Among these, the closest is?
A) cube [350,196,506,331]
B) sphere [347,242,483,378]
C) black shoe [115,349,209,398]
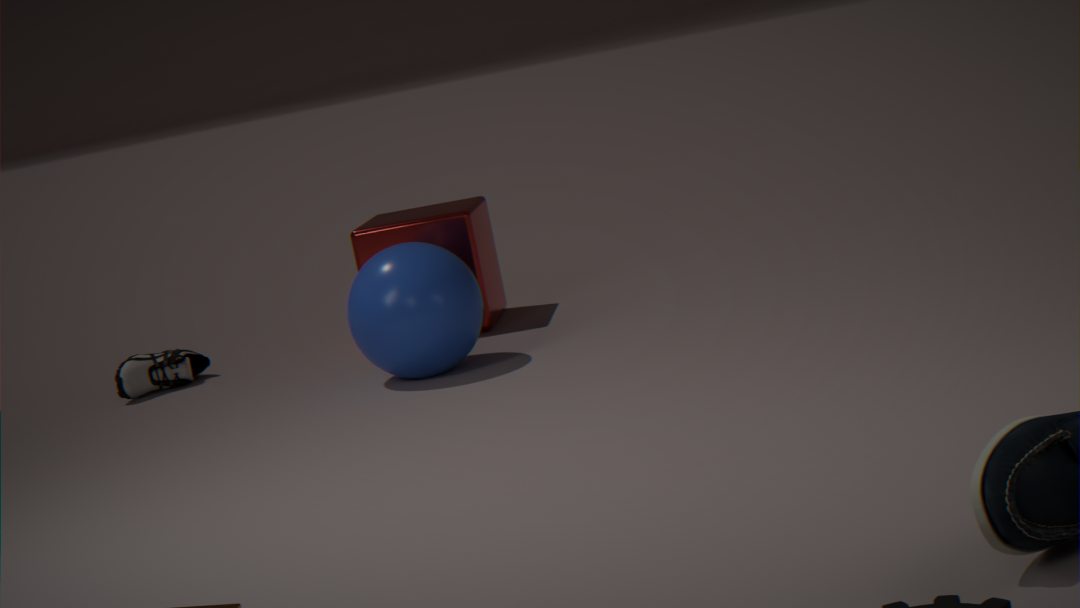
sphere [347,242,483,378]
